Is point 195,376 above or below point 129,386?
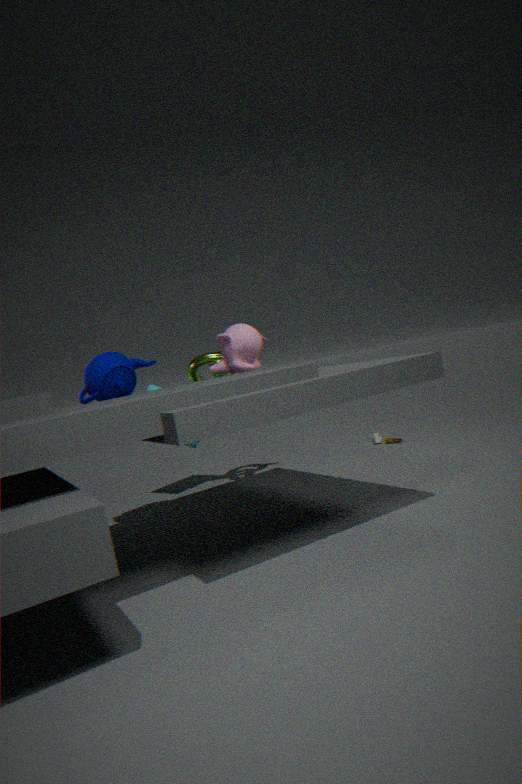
below
